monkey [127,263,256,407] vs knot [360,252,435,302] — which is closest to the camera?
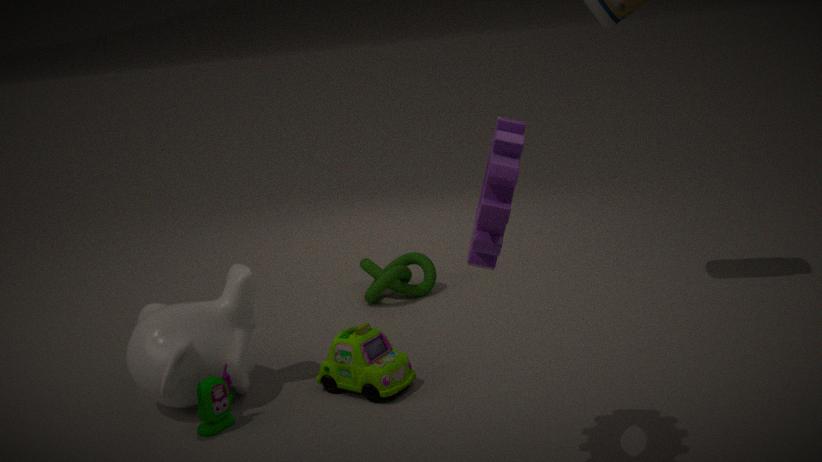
monkey [127,263,256,407]
